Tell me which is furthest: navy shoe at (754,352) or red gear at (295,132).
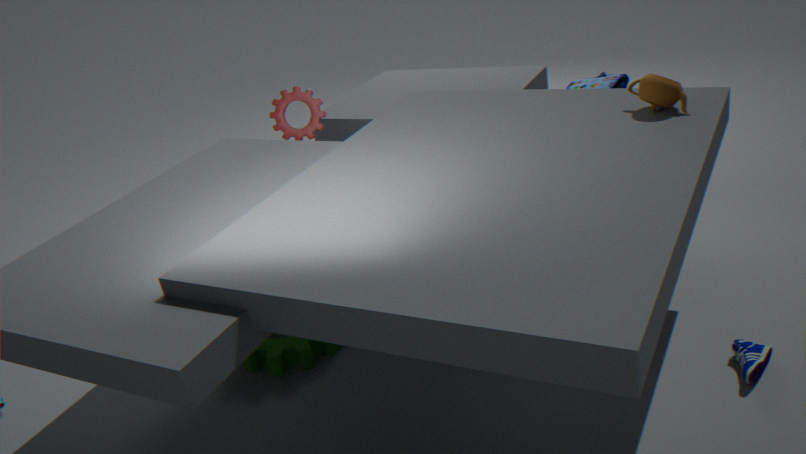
red gear at (295,132)
